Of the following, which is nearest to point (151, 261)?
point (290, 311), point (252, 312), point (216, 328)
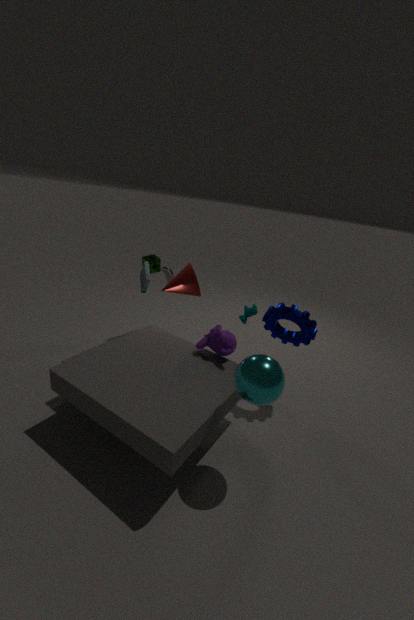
point (252, 312)
